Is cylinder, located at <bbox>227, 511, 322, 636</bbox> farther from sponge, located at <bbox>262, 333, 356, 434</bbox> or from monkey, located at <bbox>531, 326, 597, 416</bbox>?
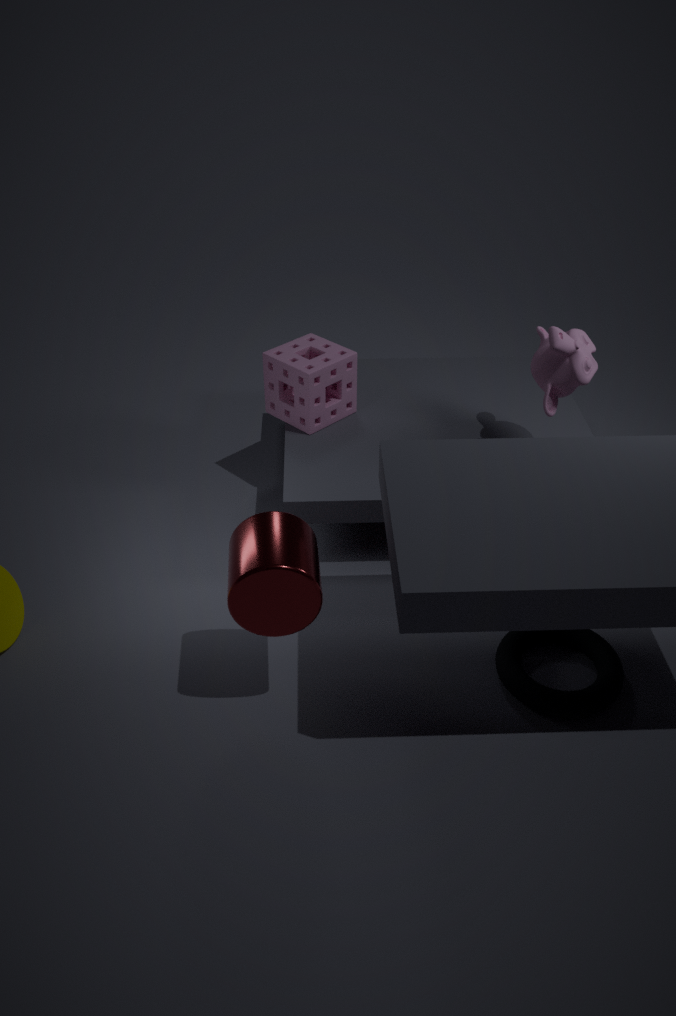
monkey, located at <bbox>531, 326, 597, 416</bbox>
